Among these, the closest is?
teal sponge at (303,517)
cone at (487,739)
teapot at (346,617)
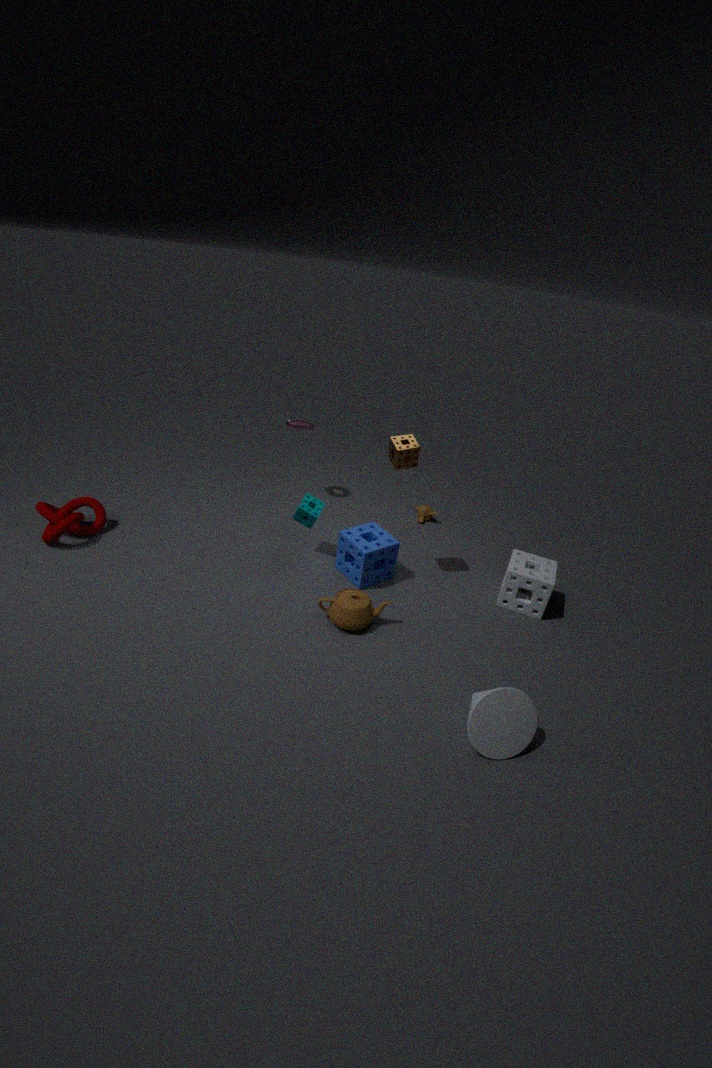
cone at (487,739)
